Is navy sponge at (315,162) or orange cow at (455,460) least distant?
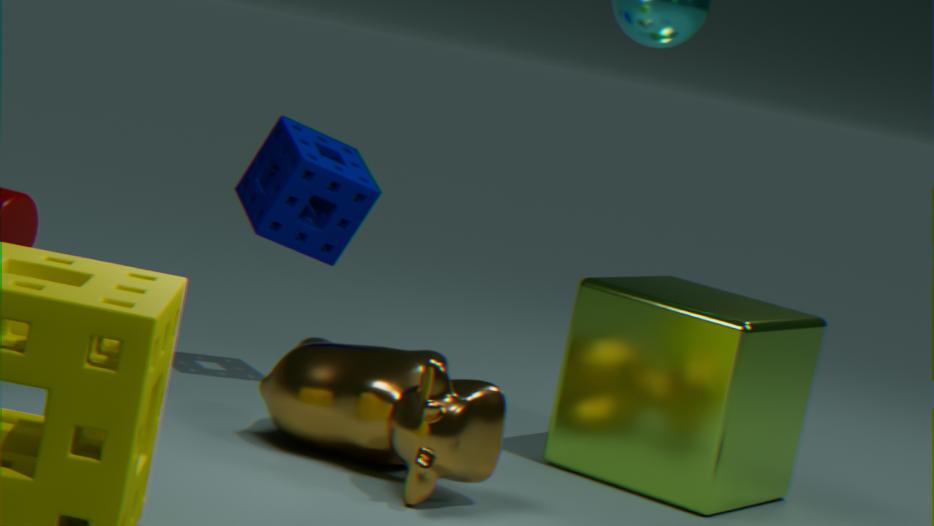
orange cow at (455,460)
